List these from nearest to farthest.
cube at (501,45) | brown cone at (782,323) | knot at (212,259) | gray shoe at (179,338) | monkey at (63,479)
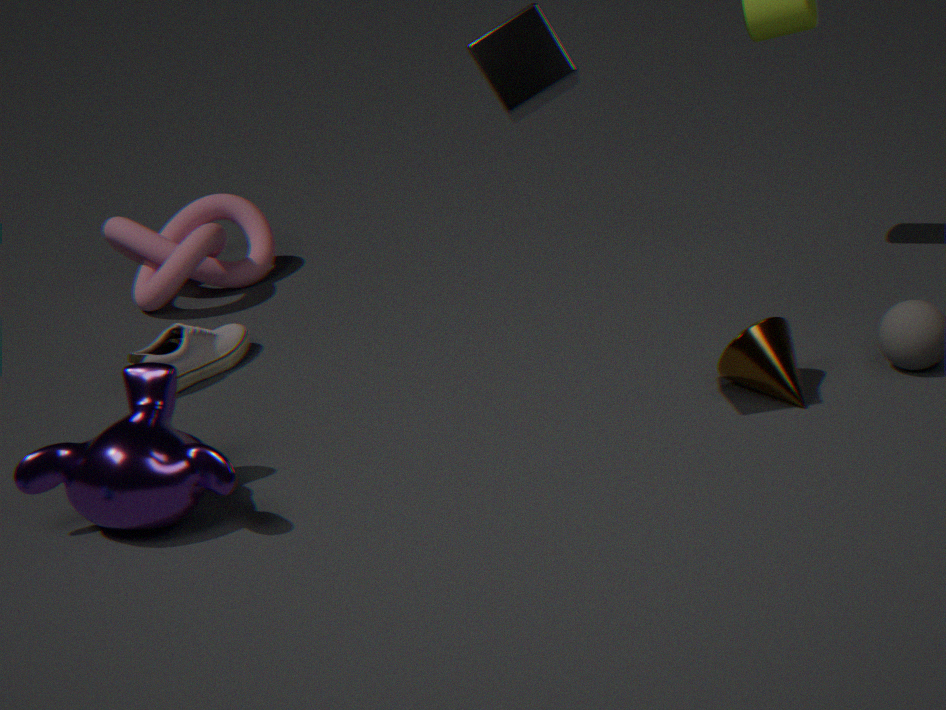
cube at (501,45) → monkey at (63,479) → brown cone at (782,323) → gray shoe at (179,338) → knot at (212,259)
